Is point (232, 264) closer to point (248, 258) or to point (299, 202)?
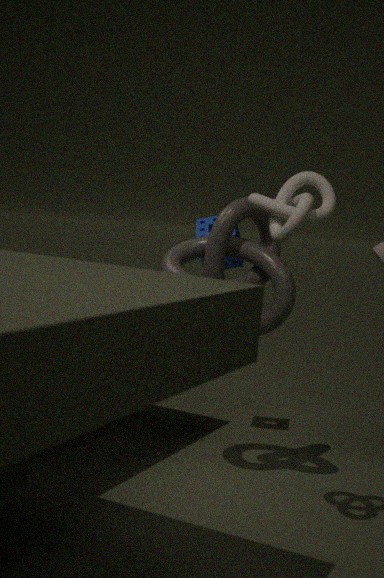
point (248, 258)
